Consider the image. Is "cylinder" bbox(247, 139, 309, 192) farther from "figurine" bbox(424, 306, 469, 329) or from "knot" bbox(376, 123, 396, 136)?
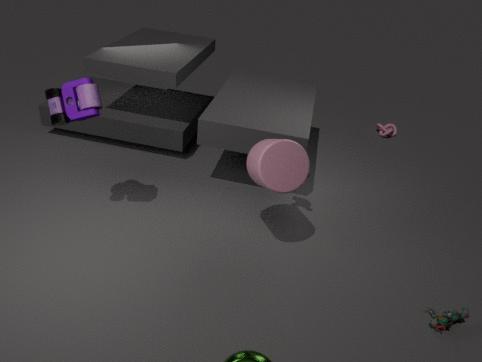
"knot" bbox(376, 123, 396, 136)
